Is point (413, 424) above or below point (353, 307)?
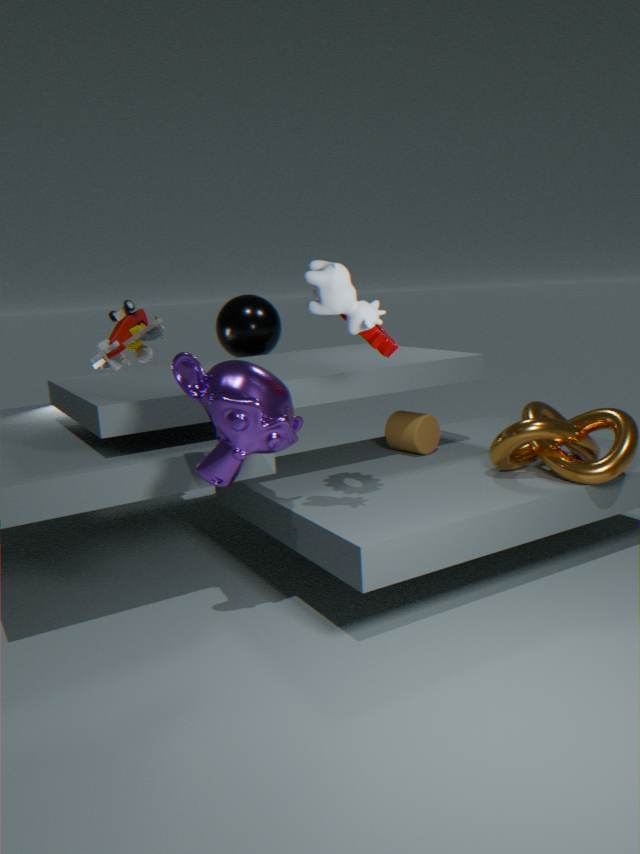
below
